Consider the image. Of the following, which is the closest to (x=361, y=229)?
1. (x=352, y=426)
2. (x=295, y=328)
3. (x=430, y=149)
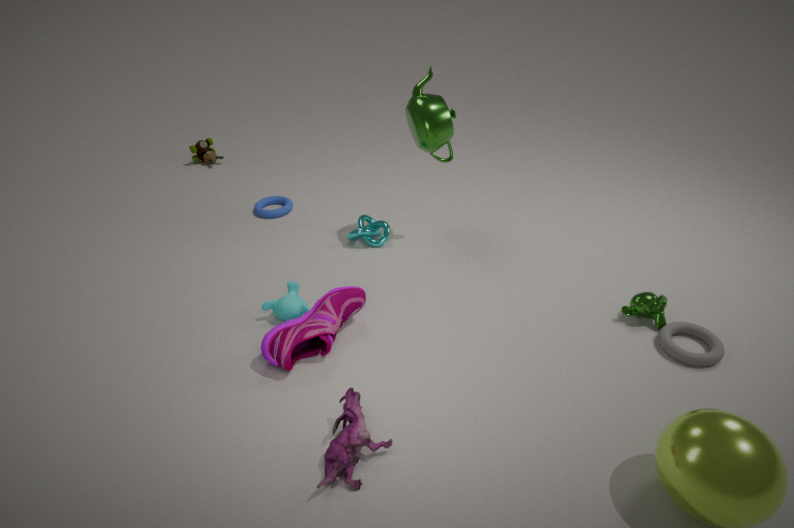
(x=430, y=149)
